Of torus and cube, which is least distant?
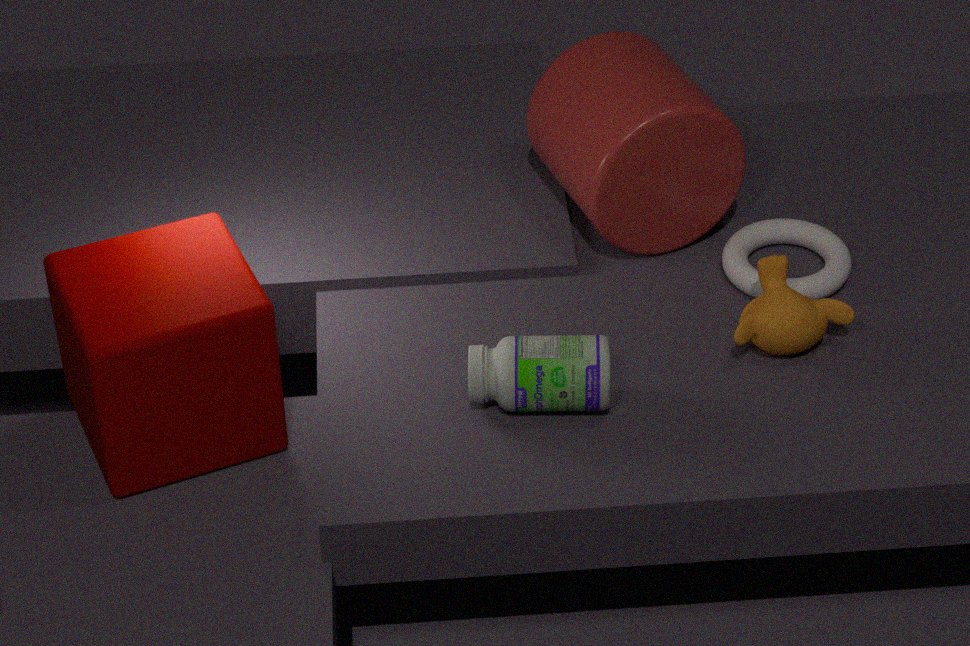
cube
